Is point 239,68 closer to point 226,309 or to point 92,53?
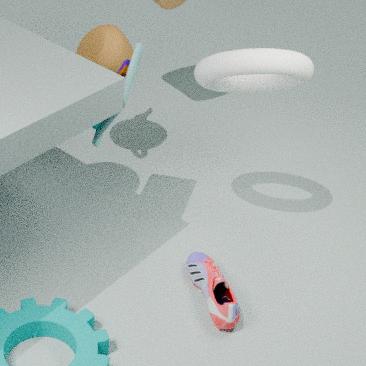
point 92,53
